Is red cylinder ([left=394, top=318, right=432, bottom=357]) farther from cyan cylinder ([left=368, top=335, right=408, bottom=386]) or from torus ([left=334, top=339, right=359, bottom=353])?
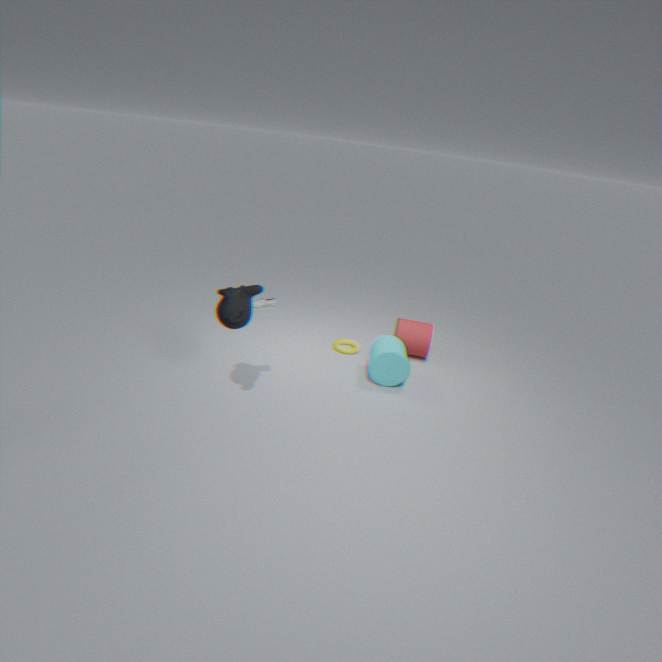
torus ([left=334, top=339, right=359, bottom=353])
